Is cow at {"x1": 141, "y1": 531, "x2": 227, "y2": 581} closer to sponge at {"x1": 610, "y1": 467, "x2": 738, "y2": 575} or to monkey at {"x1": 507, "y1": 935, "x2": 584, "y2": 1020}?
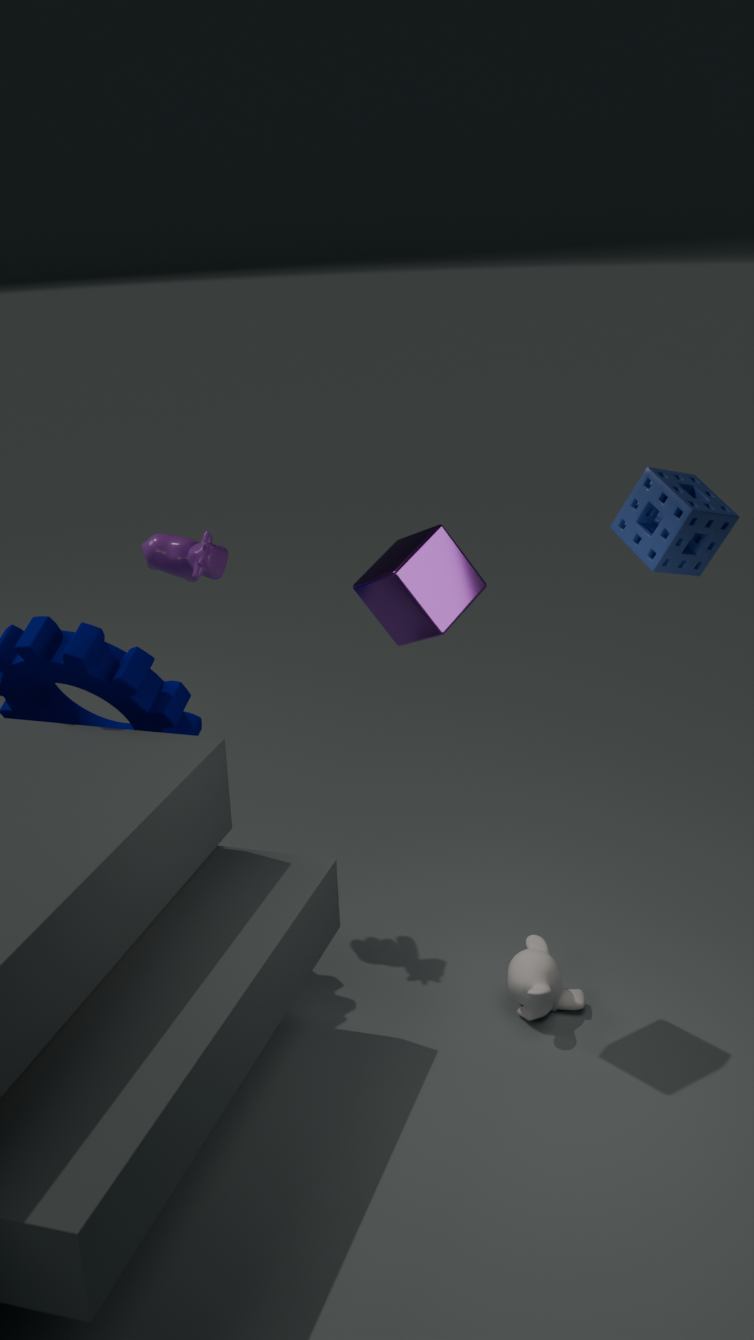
sponge at {"x1": 610, "y1": 467, "x2": 738, "y2": 575}
